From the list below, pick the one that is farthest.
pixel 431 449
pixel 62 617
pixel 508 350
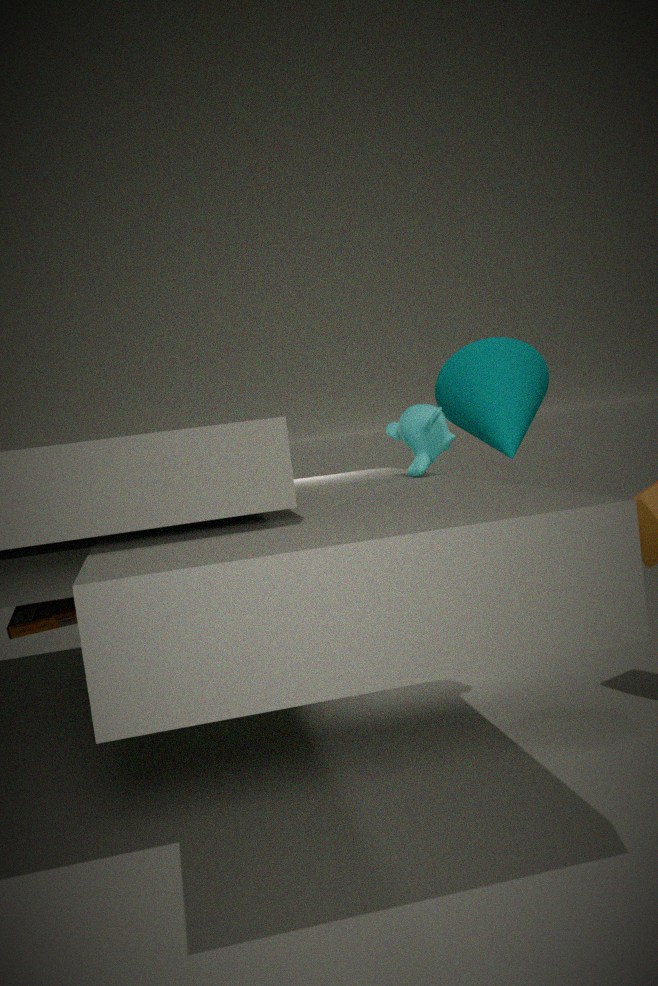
pixel 508 350
